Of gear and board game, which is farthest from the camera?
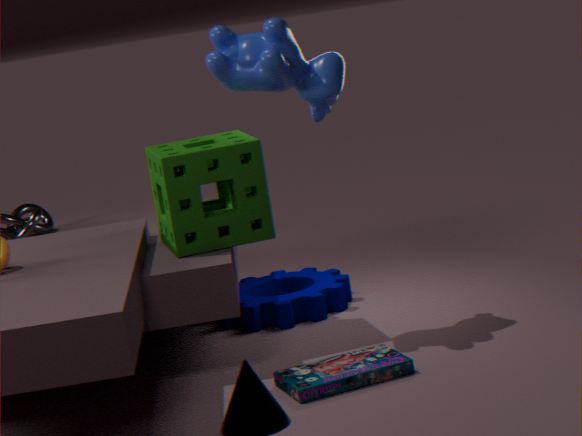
gear
